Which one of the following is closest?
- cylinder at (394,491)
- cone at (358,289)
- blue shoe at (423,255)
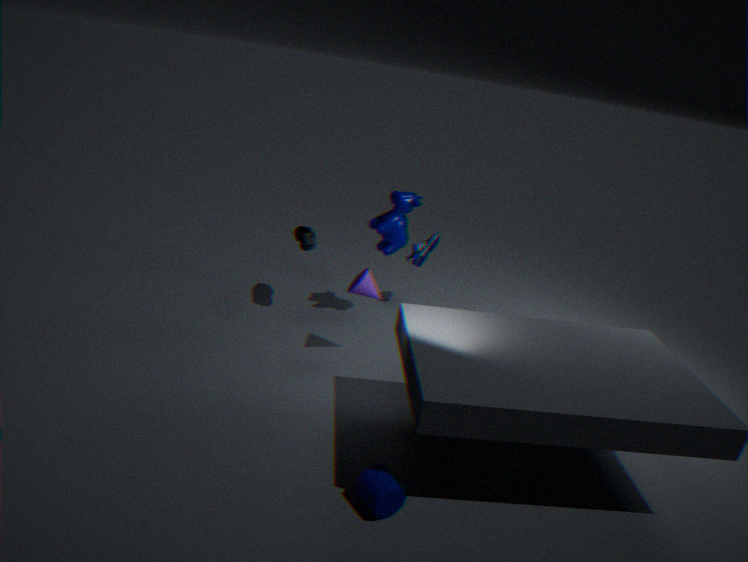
cylinder at (394,491)
